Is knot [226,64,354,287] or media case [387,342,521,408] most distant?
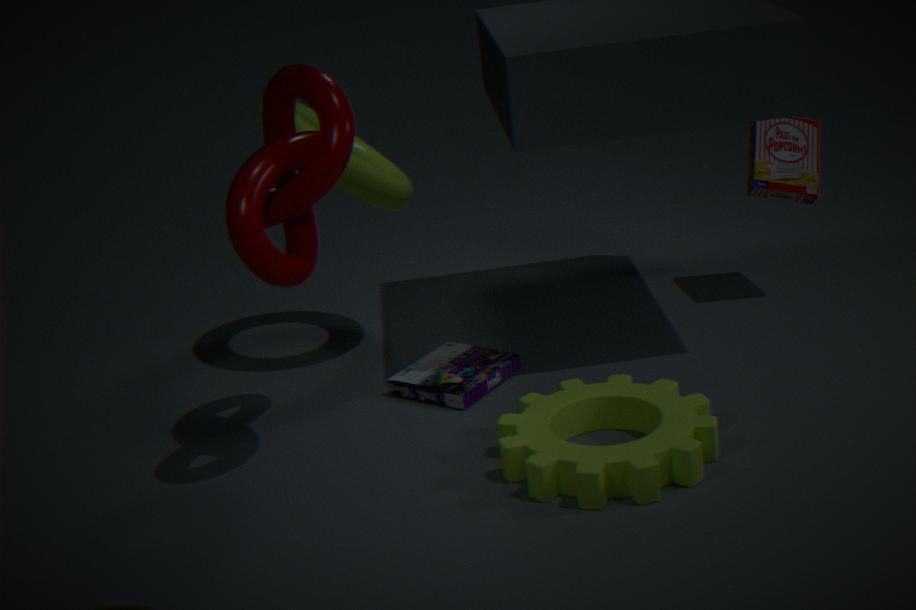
media case [387,342,521,408]
